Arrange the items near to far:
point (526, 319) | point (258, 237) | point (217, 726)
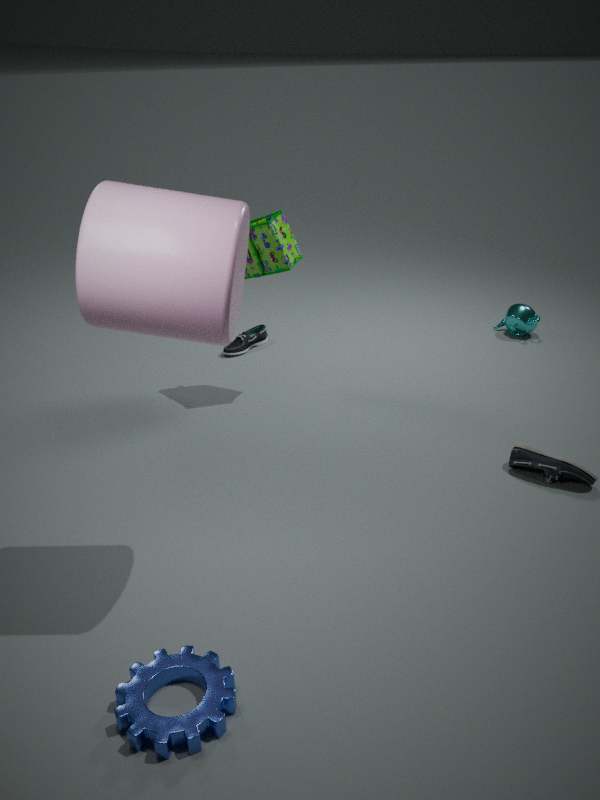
point (217, 726) < point (258, 237) < point (526, 319)
